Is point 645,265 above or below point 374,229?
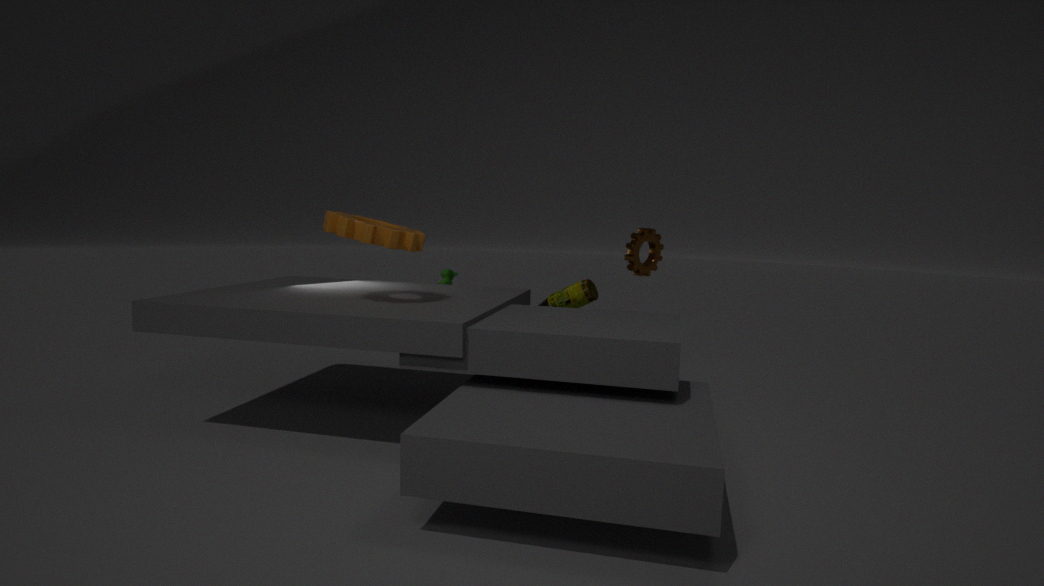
below
